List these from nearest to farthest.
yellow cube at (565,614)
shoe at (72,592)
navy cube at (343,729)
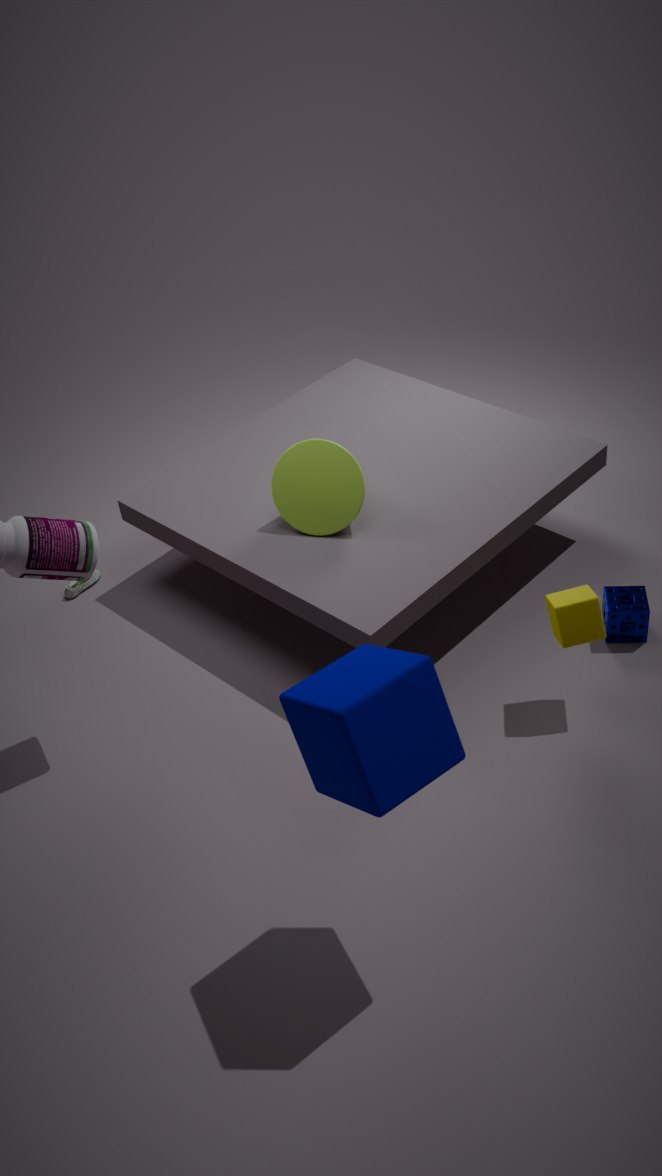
navy cube at (343,729) < yellow cube at (565,614) < shoe at (72,592)
